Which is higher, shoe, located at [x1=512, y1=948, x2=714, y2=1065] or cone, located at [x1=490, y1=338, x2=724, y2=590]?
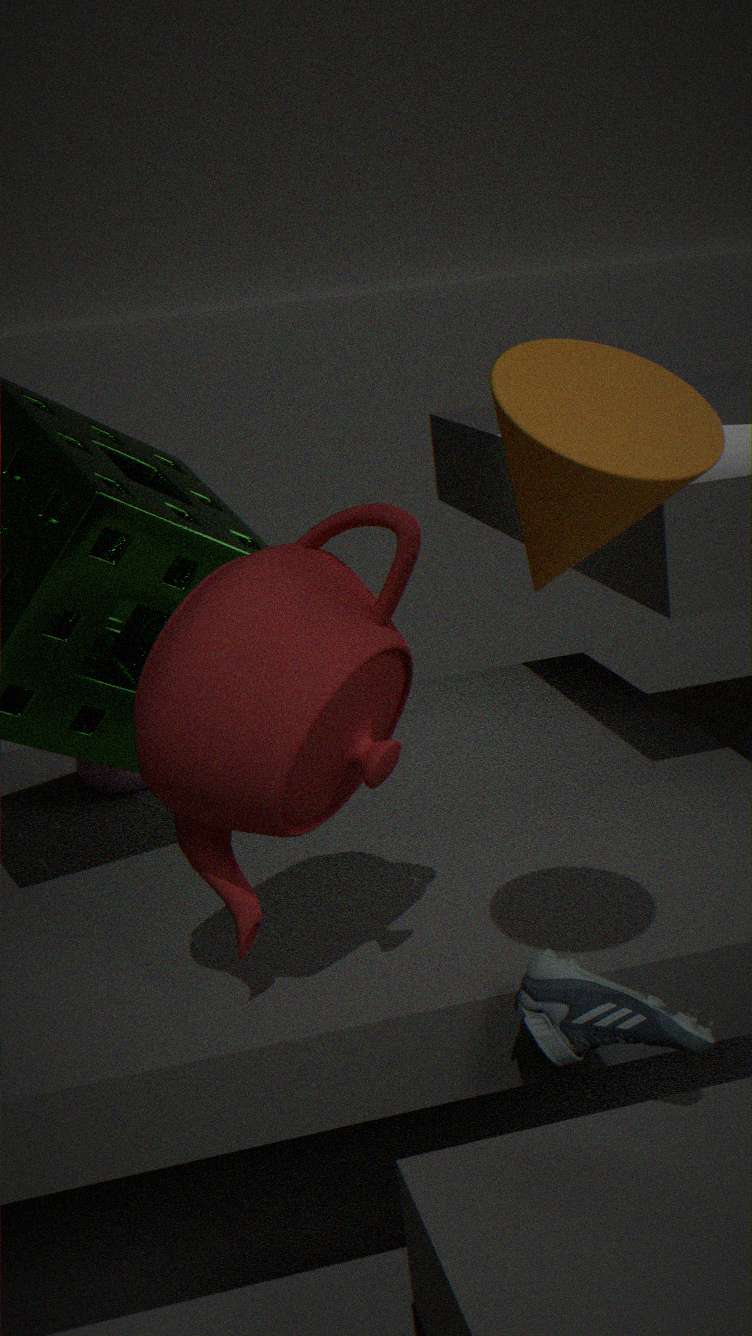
cone, located at [x1=490, y1=338, x2=724, y2=590]
